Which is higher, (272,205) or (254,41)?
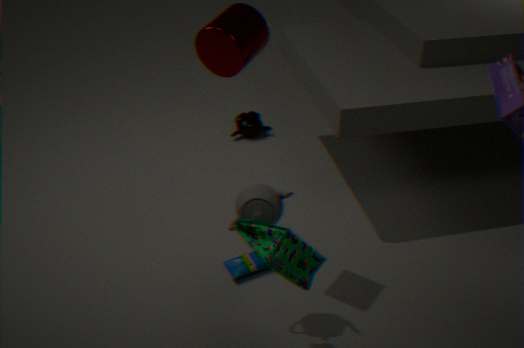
(254,41)
